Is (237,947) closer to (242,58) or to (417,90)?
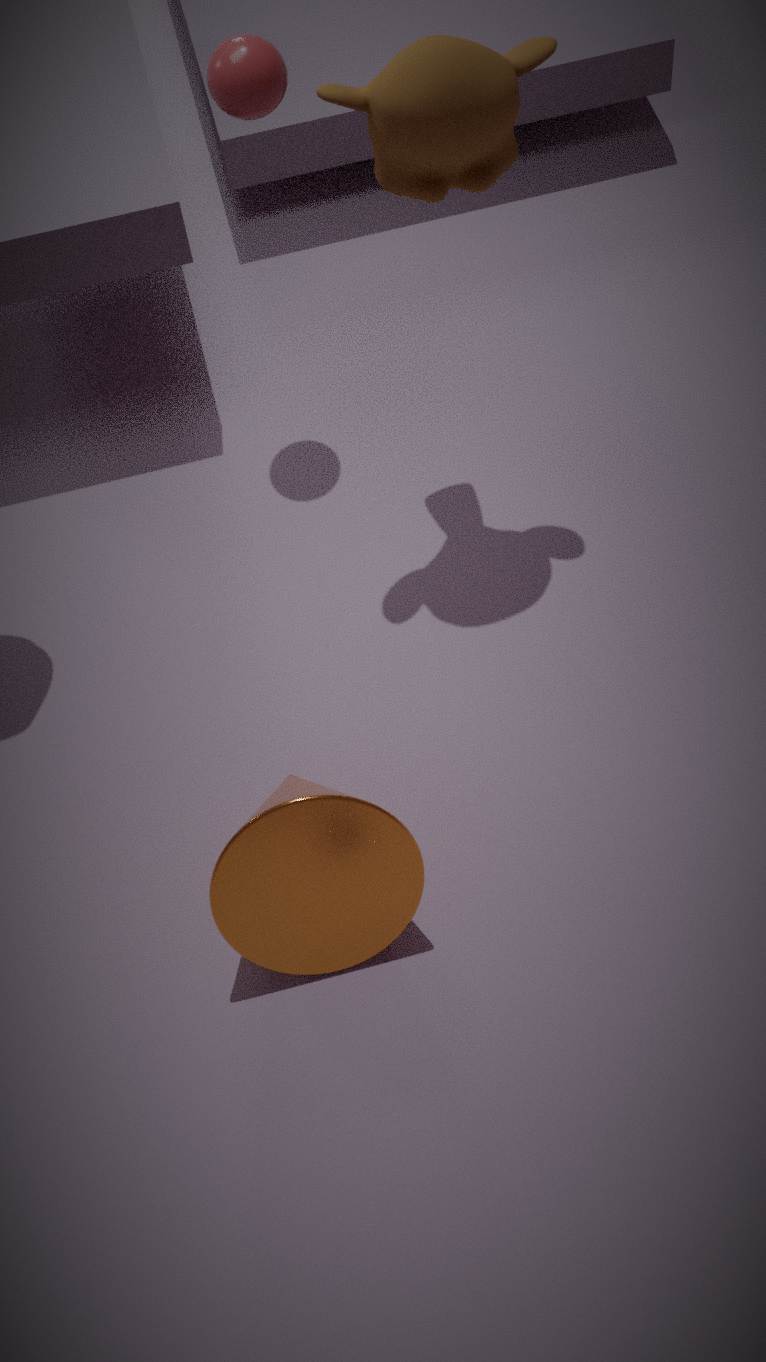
(417,90)
